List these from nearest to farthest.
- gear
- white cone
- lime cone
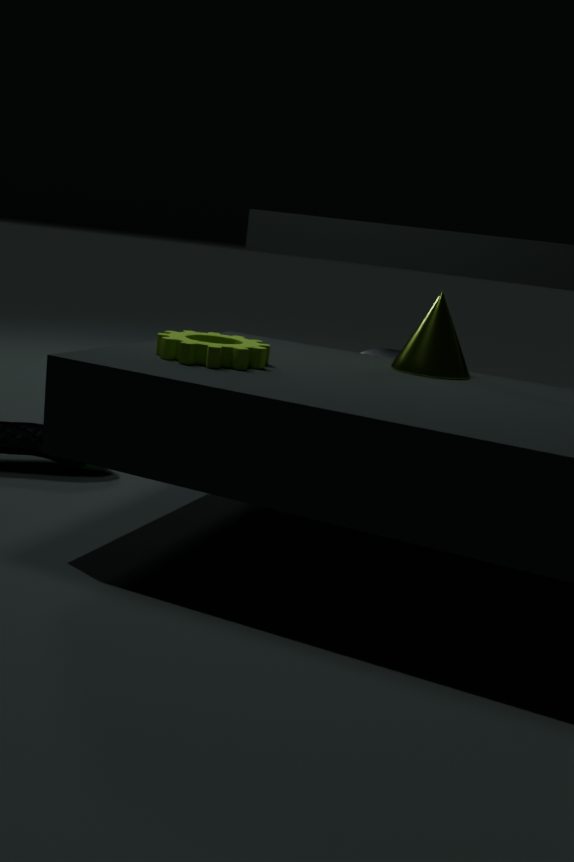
gear → lime cone → white cone
